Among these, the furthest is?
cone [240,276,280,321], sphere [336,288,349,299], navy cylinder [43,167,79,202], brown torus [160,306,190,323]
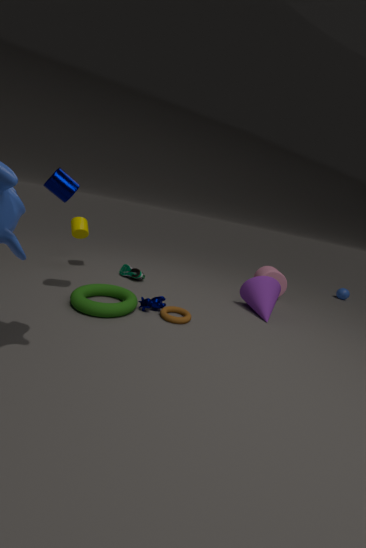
sphere [336,288,349,299]
